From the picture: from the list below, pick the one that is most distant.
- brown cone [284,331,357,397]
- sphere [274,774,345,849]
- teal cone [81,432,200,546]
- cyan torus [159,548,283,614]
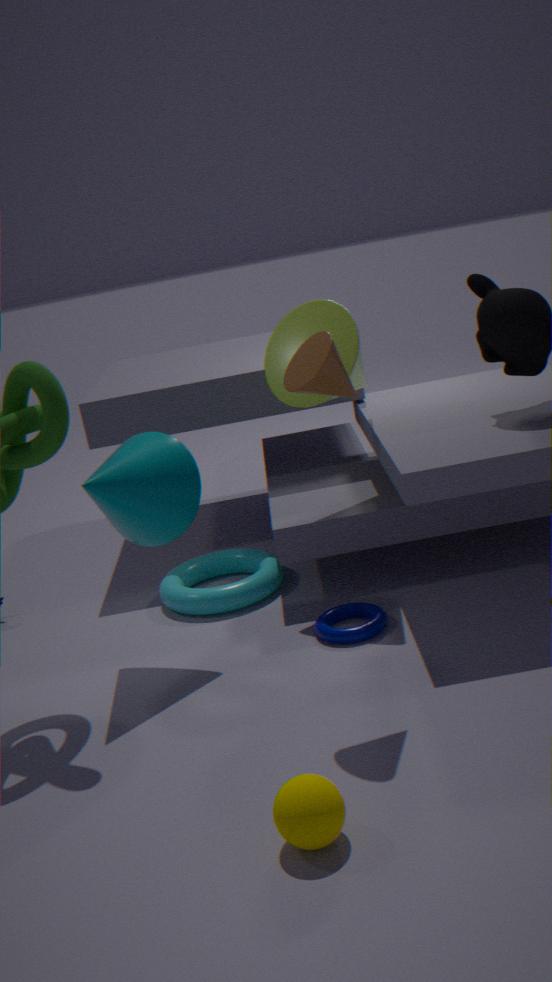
cyan torus [159,548,283,614]
